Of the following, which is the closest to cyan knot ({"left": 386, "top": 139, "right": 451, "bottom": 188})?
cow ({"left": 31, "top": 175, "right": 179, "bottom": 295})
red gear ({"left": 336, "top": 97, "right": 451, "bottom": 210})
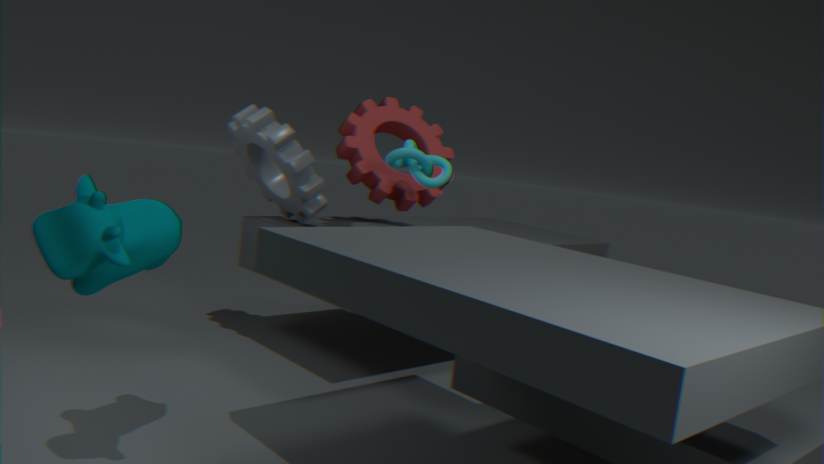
red gear ({"left": 336, "top": 97, "right": 451, "bottom": 210})
